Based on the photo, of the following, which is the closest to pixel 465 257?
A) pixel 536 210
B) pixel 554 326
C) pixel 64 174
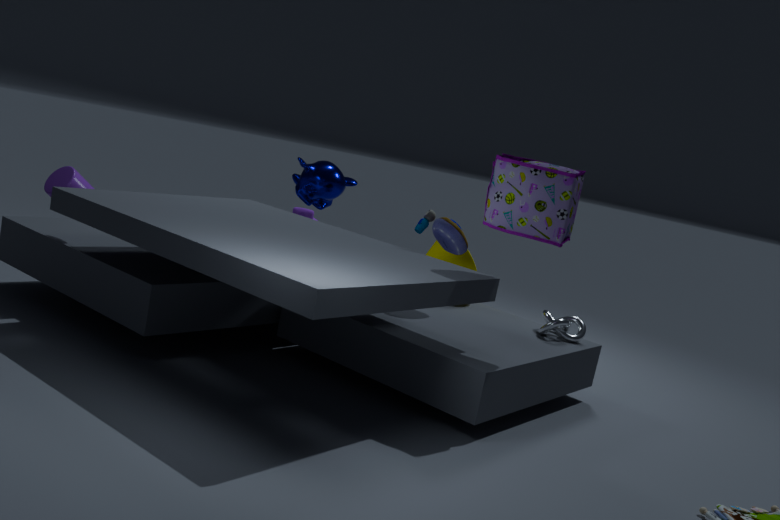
pixel 554 326
